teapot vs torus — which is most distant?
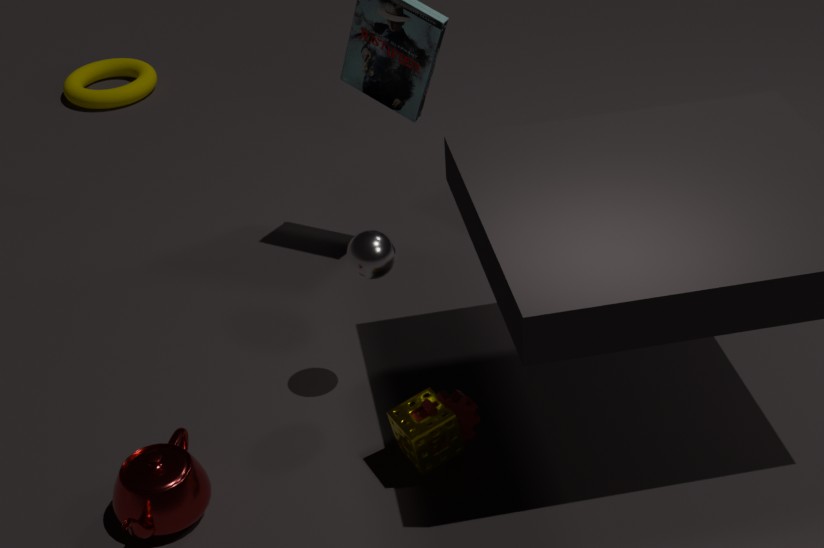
torus
